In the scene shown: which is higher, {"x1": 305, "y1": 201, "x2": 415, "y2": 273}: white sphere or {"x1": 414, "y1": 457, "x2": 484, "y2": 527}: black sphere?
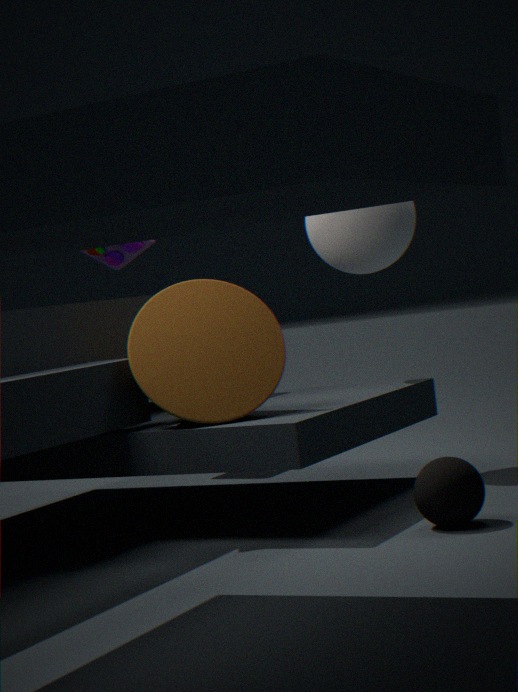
{"x1": 305, "y1": 201, "x2": 415, "y2": 273}: white sphere
